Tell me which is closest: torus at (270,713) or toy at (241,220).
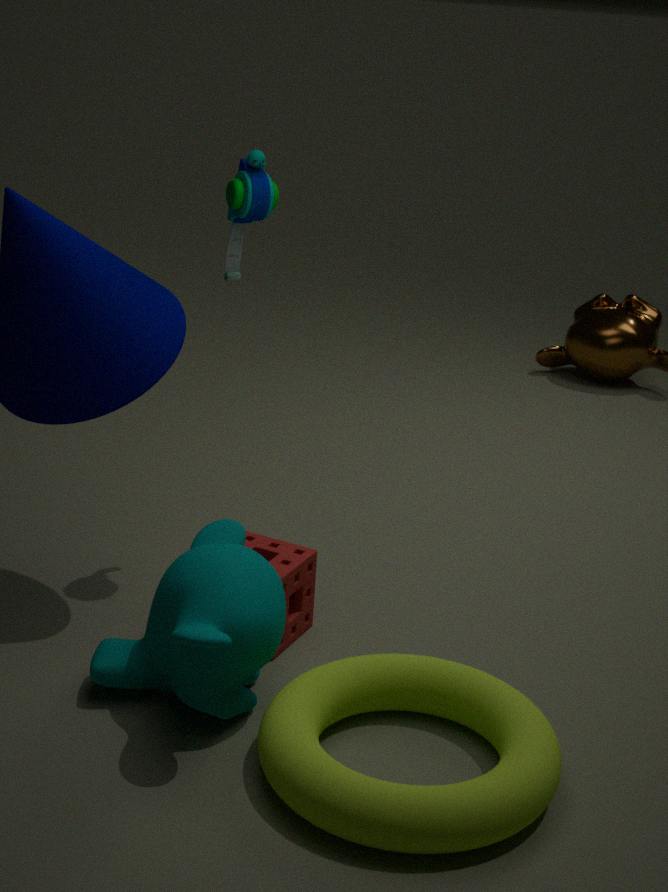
torus at (270,713)
